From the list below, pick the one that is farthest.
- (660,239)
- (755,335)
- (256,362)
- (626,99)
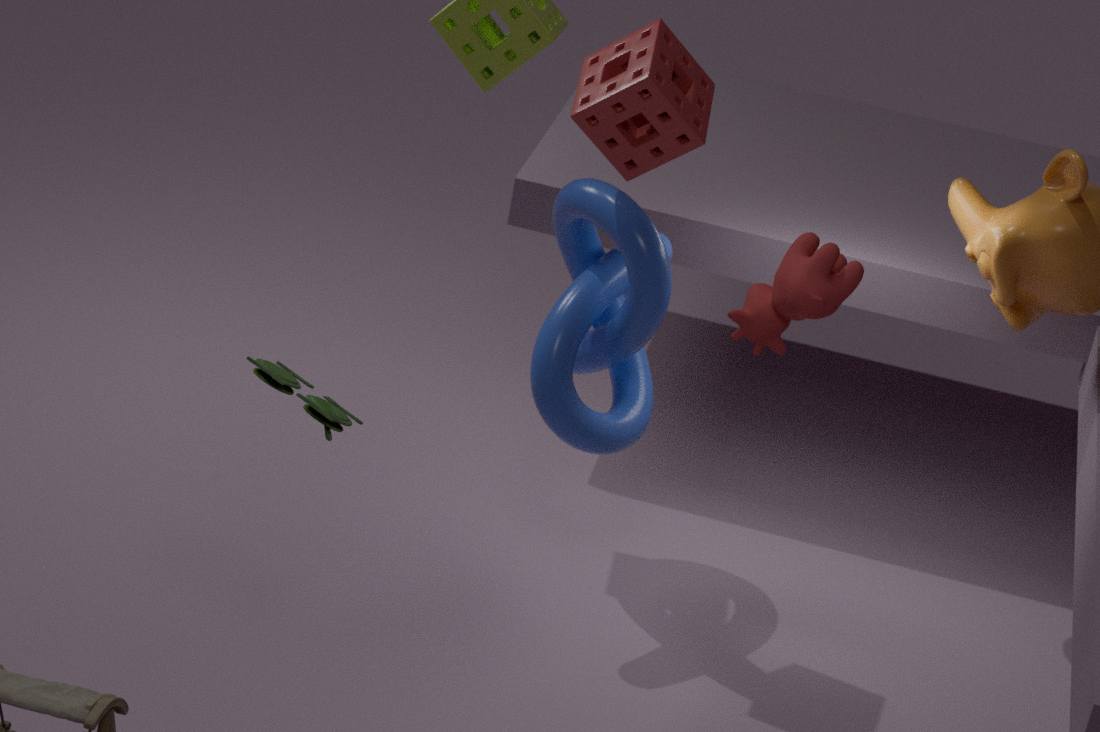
(660,239)
